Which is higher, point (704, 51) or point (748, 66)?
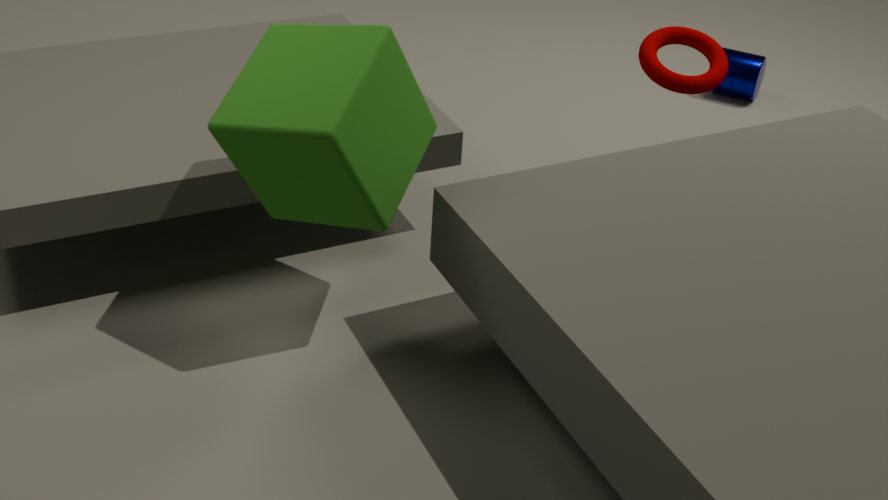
point (704, 51)
